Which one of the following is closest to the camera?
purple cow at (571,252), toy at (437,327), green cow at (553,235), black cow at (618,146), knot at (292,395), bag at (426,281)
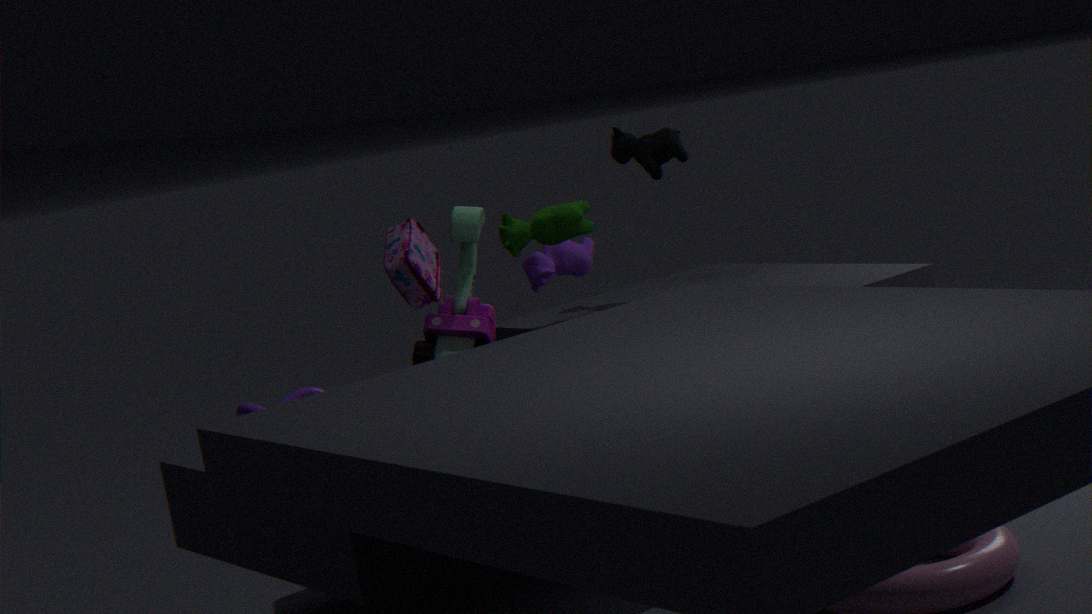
toy at (437,327)
